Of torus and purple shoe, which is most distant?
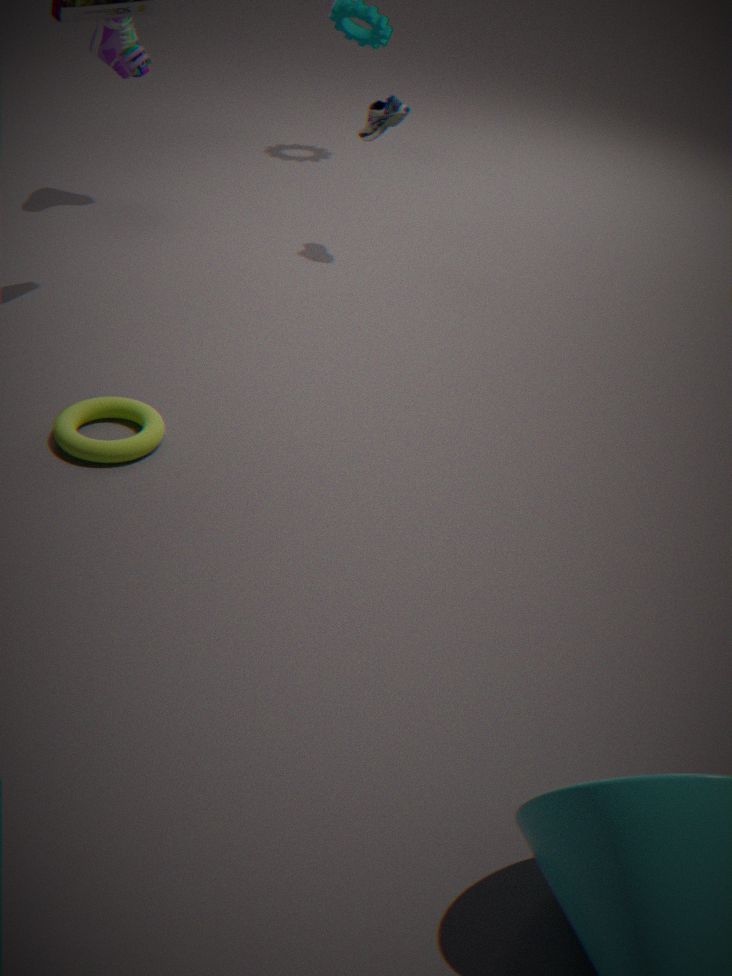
purple shoe
